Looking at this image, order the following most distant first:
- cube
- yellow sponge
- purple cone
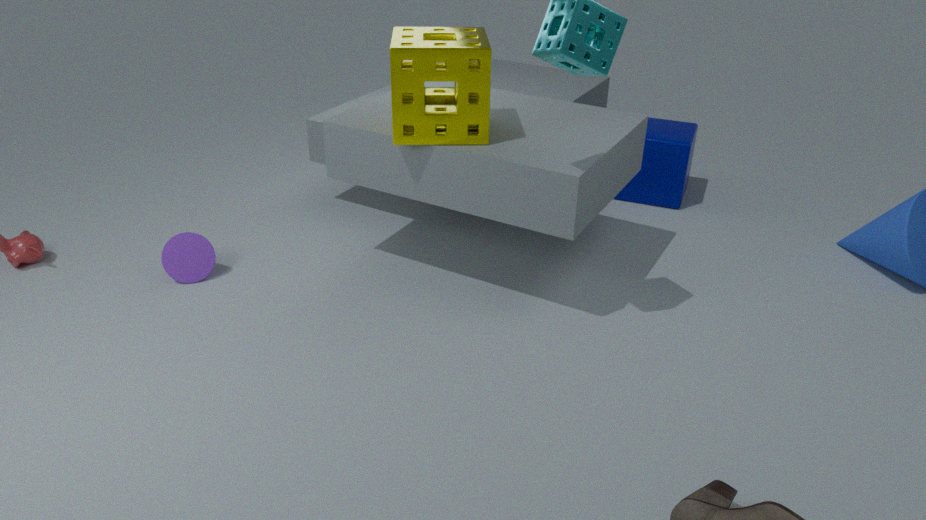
cube, purple cone, yellow sponge
